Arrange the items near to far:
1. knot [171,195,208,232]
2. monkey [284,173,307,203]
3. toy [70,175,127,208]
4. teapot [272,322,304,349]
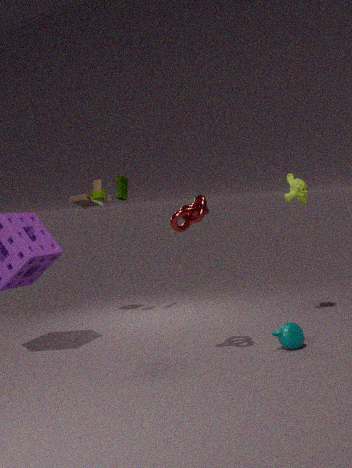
knot [171,195,208,232], teapot [272,322,304,349], monkey [284,173,307,203], toy [70,175,127,208]
